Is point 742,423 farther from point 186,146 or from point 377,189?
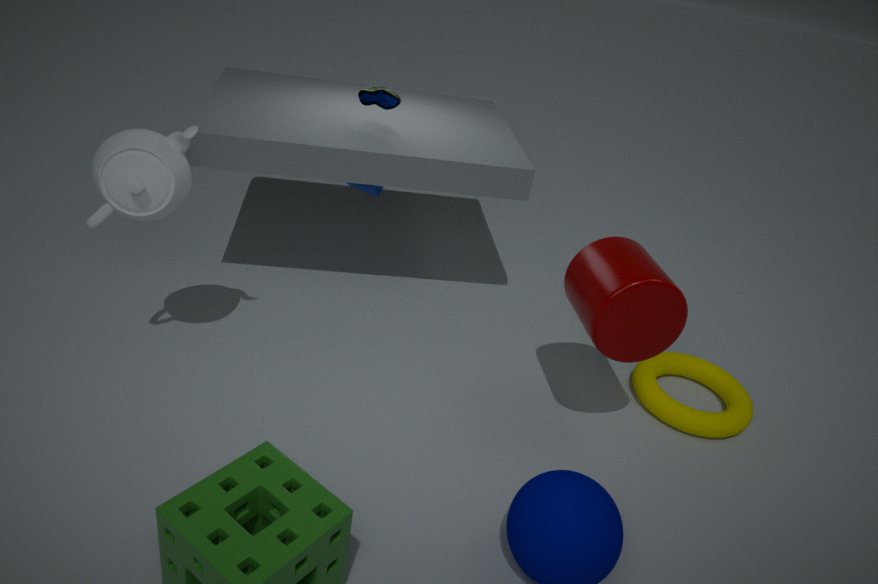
point 186,146
